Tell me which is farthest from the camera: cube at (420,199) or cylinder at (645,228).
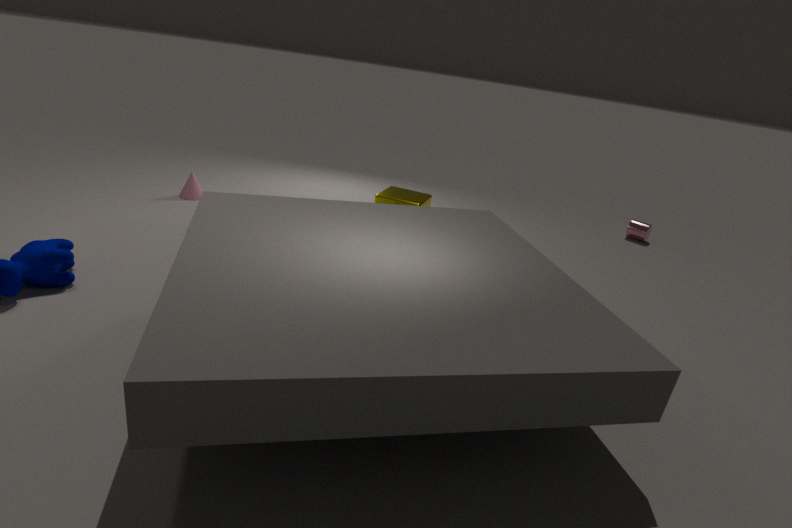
cylinder at (645,228)
